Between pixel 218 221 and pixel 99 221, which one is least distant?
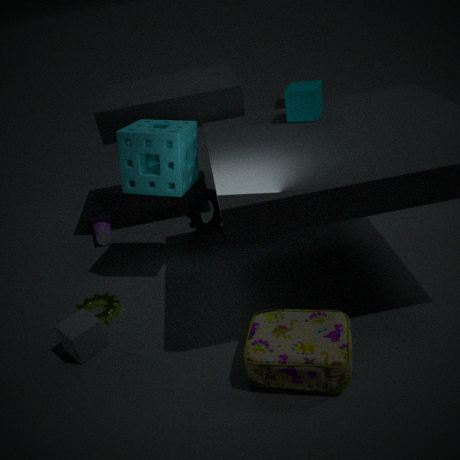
pixel 218 221
